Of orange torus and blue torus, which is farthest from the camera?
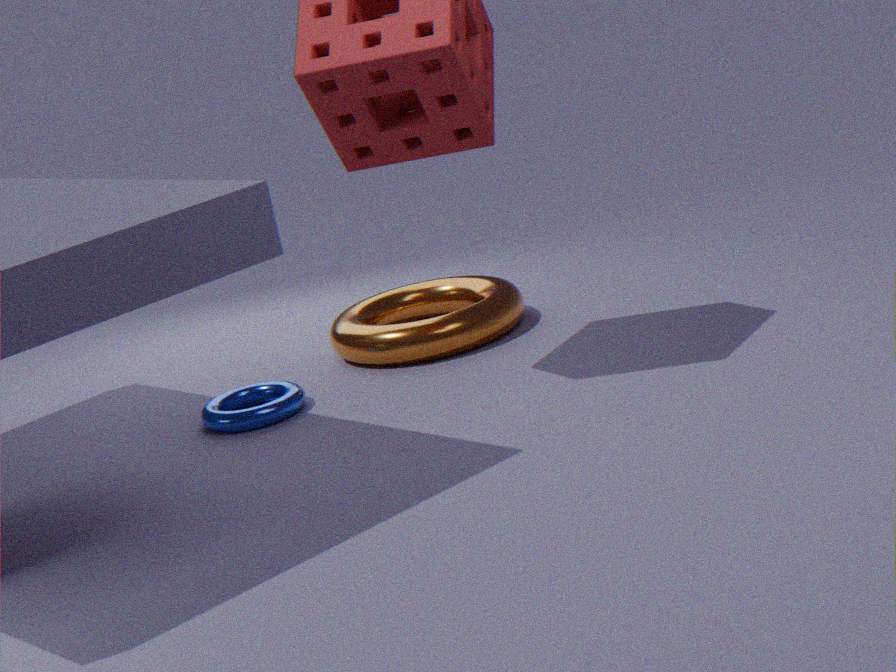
orange torus
